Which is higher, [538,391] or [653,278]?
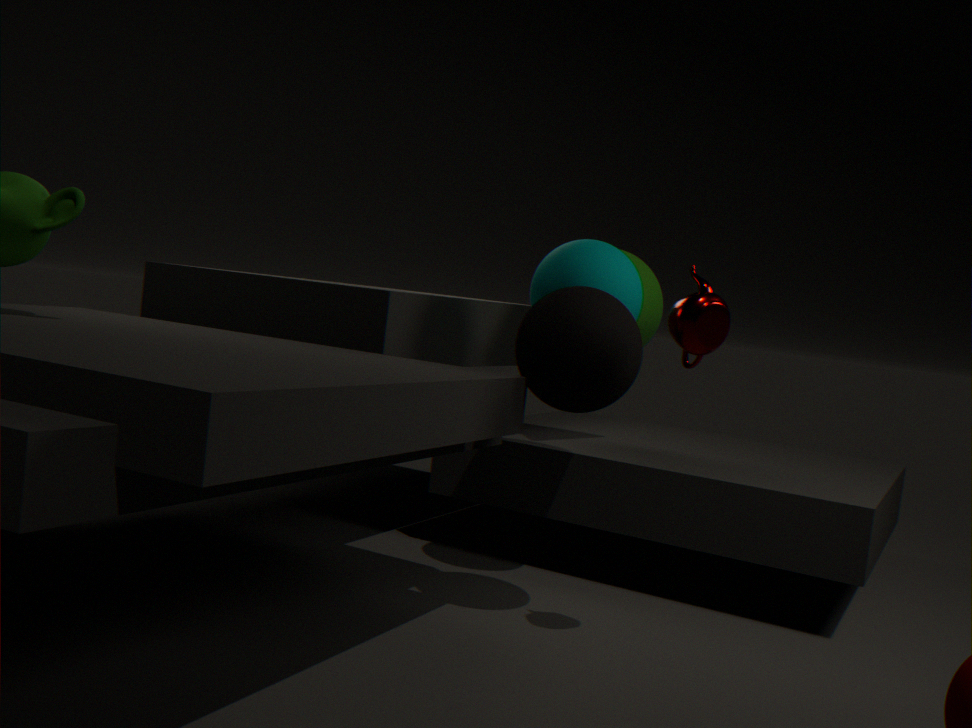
[653,278]
